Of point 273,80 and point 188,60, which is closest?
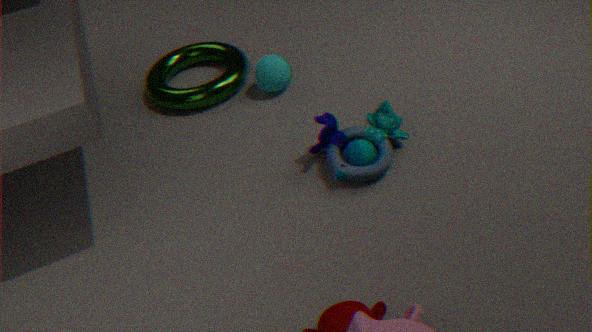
point 273,80
